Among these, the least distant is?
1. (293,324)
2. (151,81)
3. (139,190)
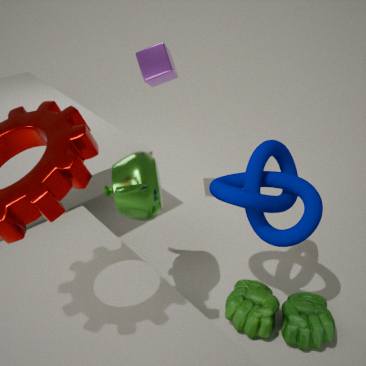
(139,190)
